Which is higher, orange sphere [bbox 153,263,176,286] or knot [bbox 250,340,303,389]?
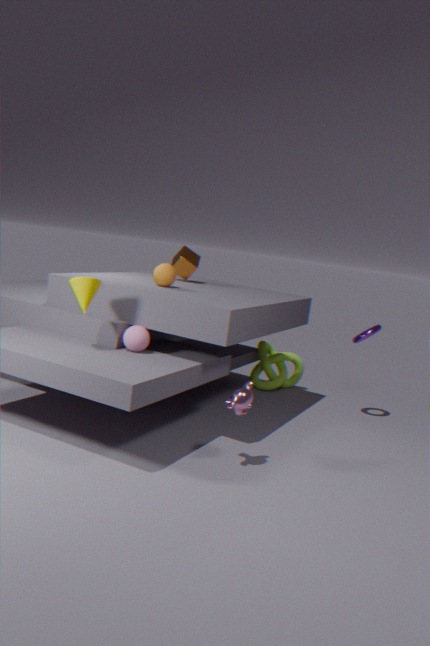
orange sphere [bbox 153,263,176,286]
